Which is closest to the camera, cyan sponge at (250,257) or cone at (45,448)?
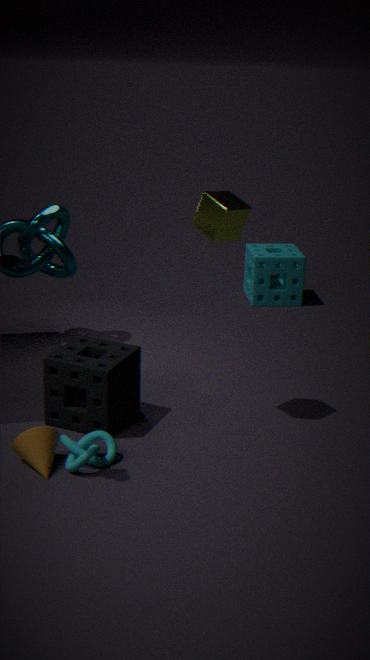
cone at (45,448)
